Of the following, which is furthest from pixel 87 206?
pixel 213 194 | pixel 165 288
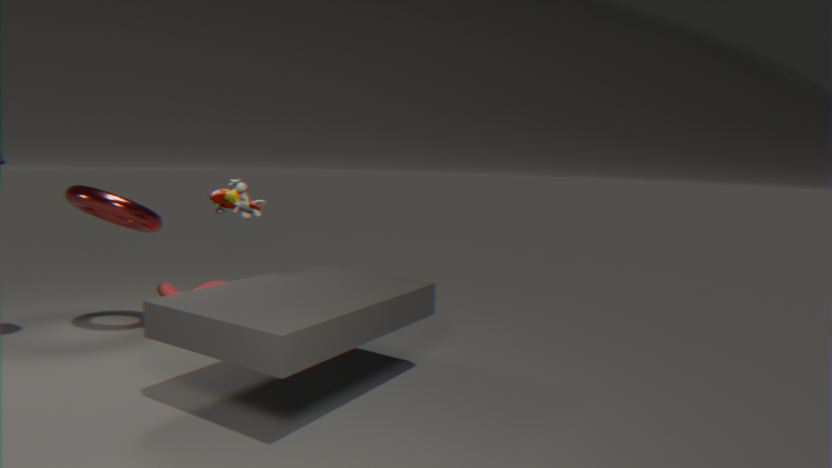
pixel 213 194
